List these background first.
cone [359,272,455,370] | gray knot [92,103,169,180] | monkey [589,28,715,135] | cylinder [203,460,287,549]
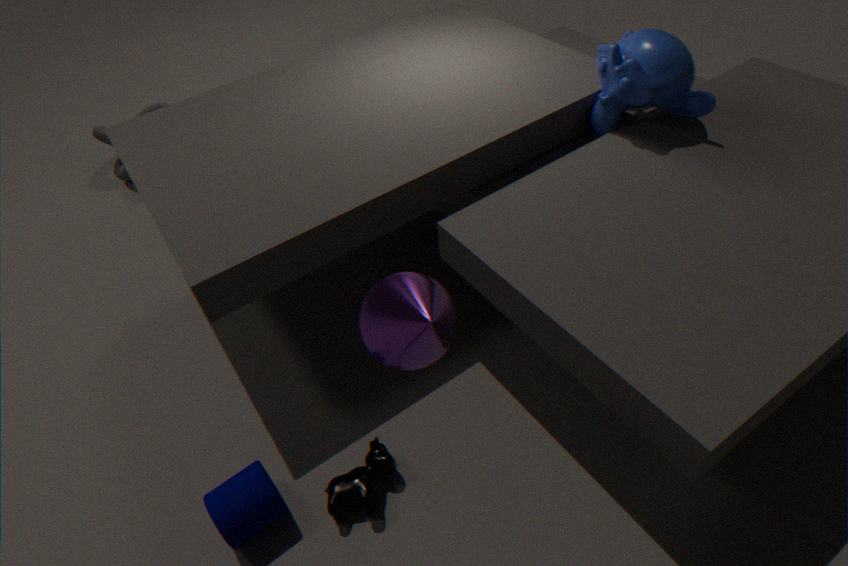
1. gray knot [92,103,169,180]
2. monkey [589,28,715,135]
3. cylinder [203,460,287,549]
4. cone [359,272,455,370]
